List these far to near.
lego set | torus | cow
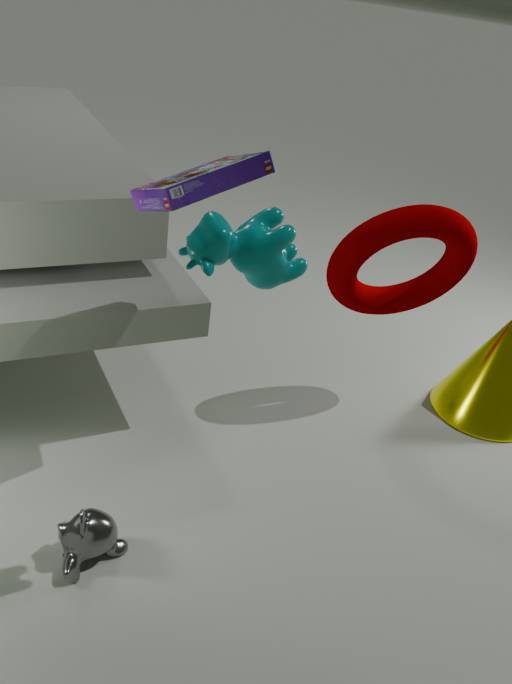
torus
lego set
cow
